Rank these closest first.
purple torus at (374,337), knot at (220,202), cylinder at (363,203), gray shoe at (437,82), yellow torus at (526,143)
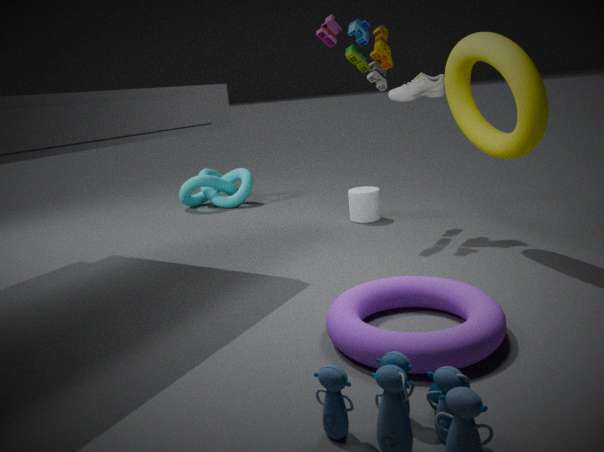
purple torus at (374,337) < yellow torus at (526,143) < gray shoe at (437,82) < cylinder at (363,203) < knot at (220,202)
